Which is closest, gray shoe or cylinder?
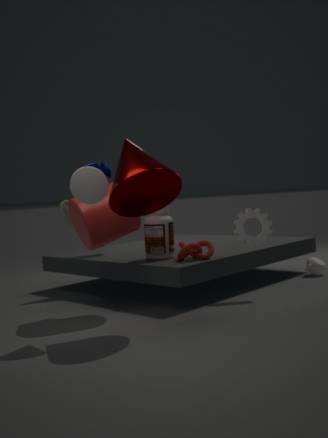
cylinder
